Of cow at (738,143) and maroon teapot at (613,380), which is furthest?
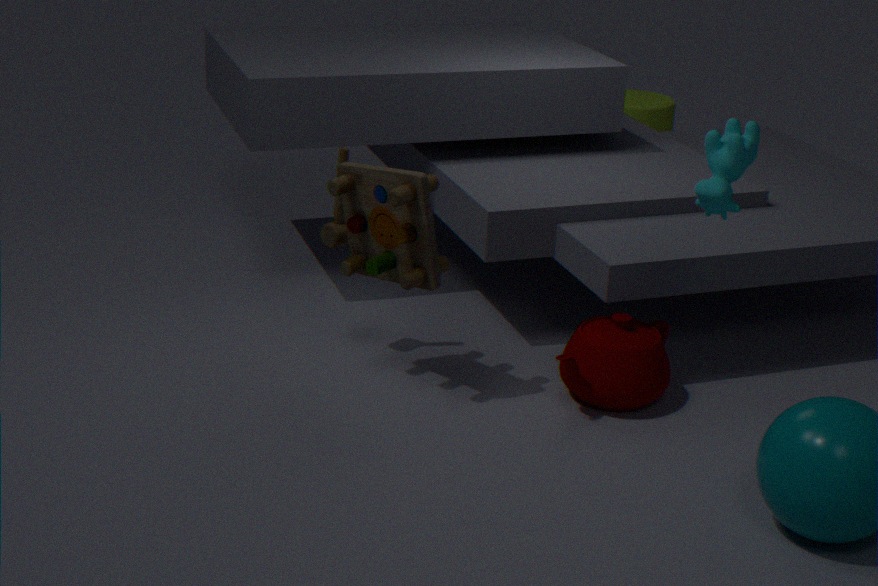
maroon teapot at (613,380)
